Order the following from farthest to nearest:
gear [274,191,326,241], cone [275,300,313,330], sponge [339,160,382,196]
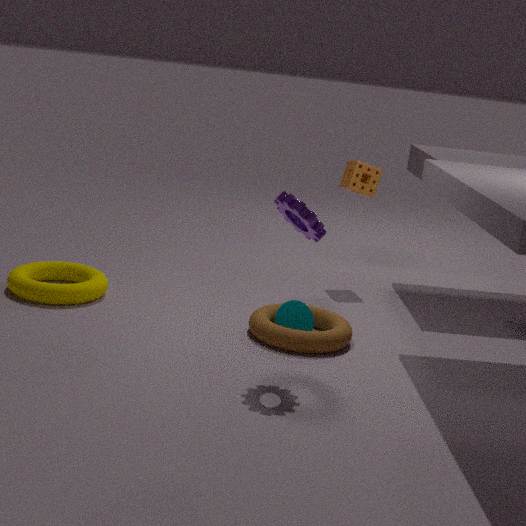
sponge [339,160,382,196] < cone [275,300,313,330] < gear [274,191,326,241]
